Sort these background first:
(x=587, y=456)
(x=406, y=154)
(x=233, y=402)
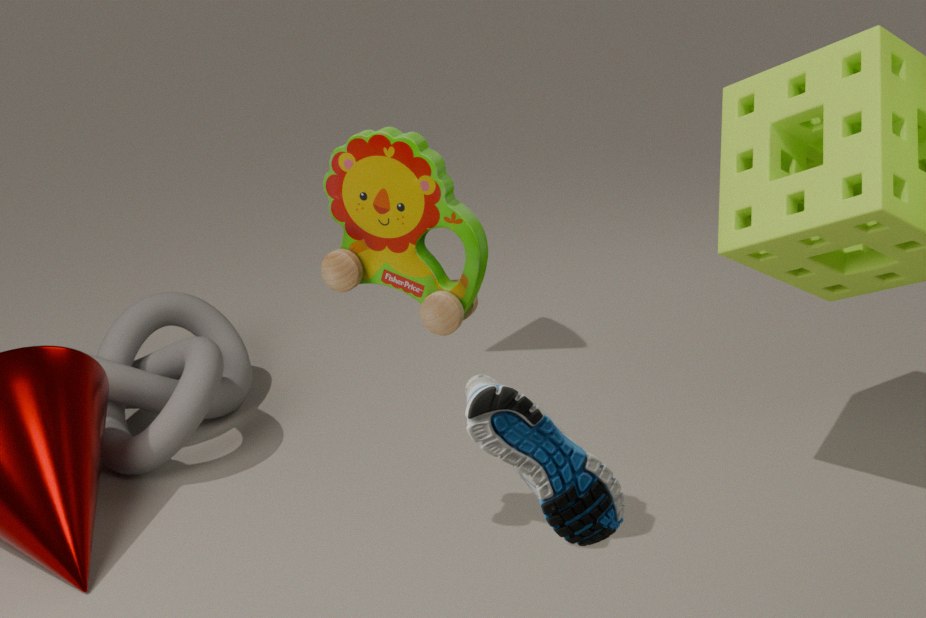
1. (x=233, y=402)
2. (x=406, y=154)
3. (x=587, y=456)
